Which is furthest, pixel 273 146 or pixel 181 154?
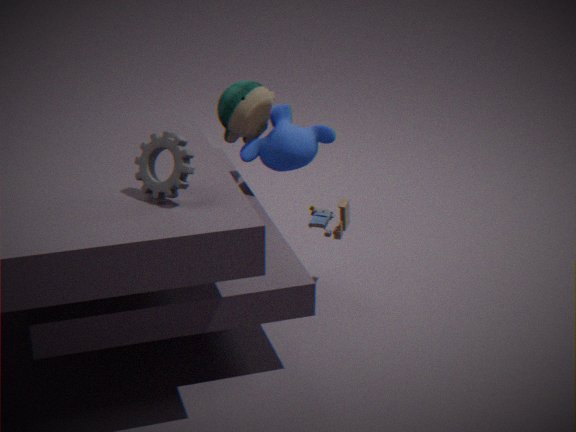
pixel 273 146
